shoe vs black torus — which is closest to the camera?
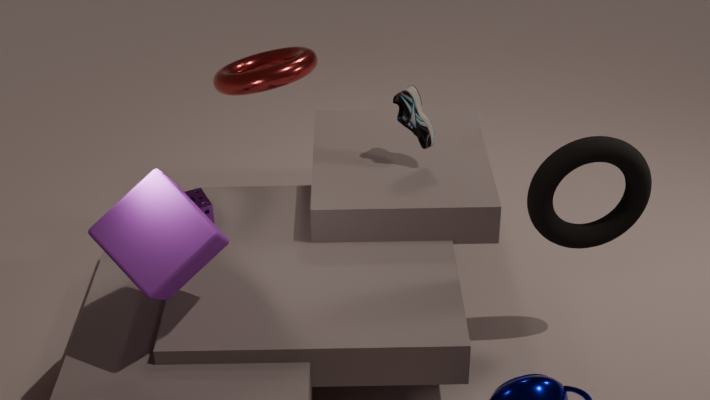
black torus
